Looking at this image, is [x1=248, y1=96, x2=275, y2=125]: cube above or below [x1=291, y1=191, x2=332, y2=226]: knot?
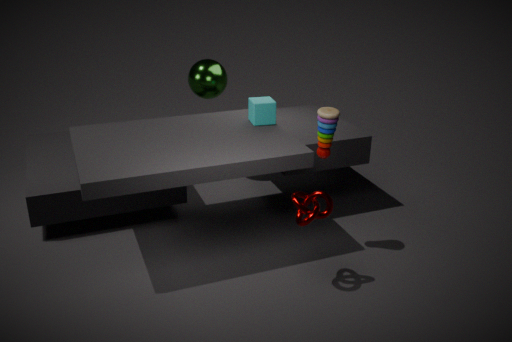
above
